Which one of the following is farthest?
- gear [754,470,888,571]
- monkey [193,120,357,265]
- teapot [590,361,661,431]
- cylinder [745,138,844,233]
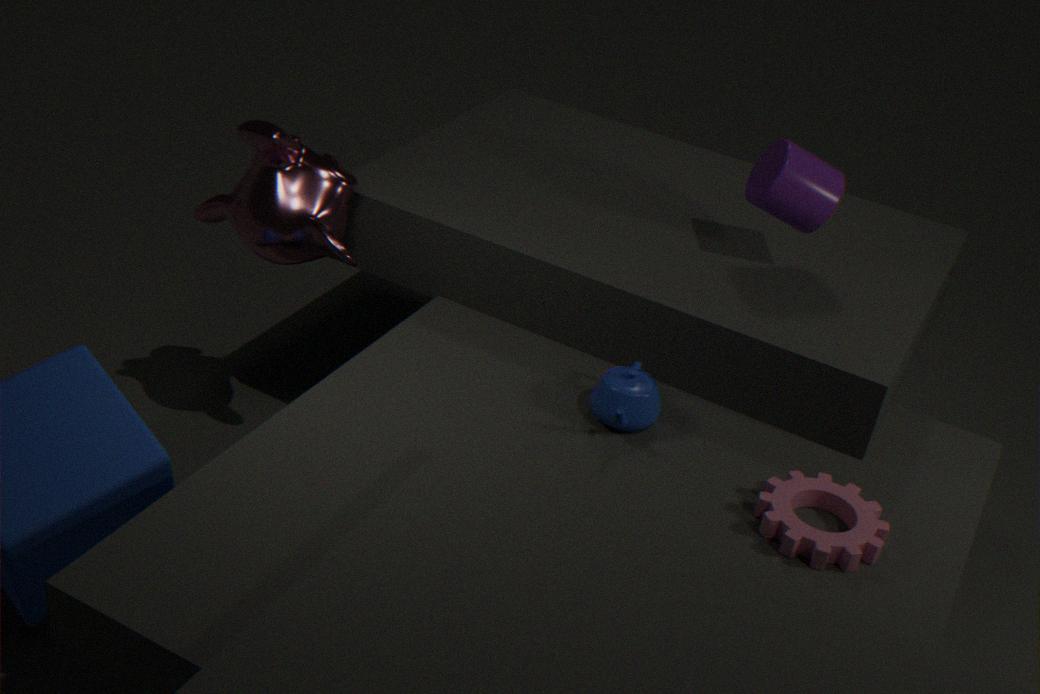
monkey [193,120,357,265]
